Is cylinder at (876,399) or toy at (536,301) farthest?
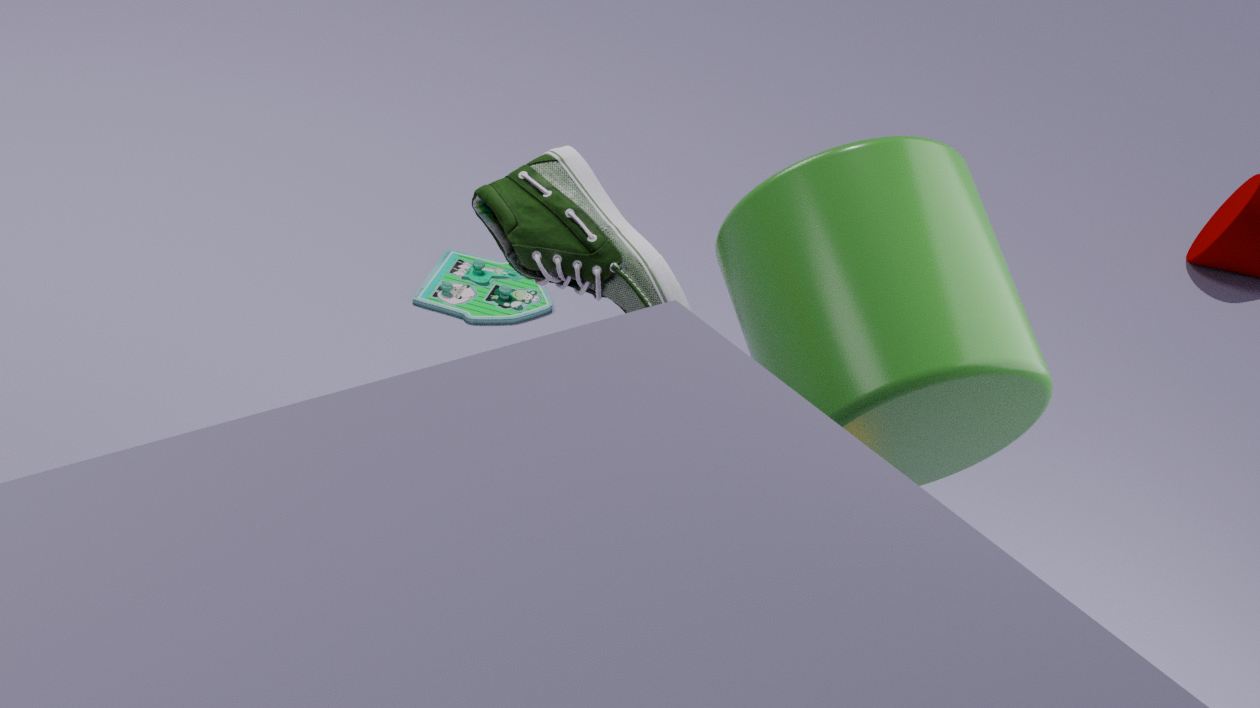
toy at (536,301)
